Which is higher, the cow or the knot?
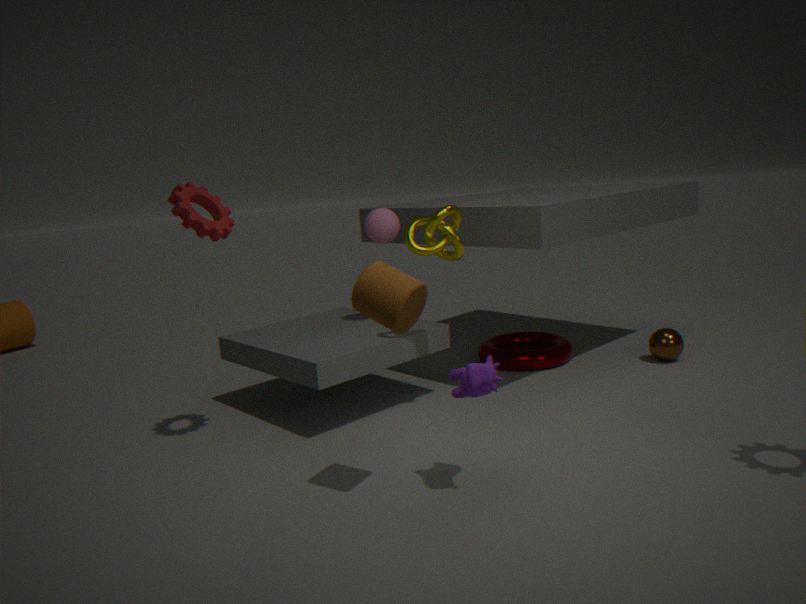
the knot
